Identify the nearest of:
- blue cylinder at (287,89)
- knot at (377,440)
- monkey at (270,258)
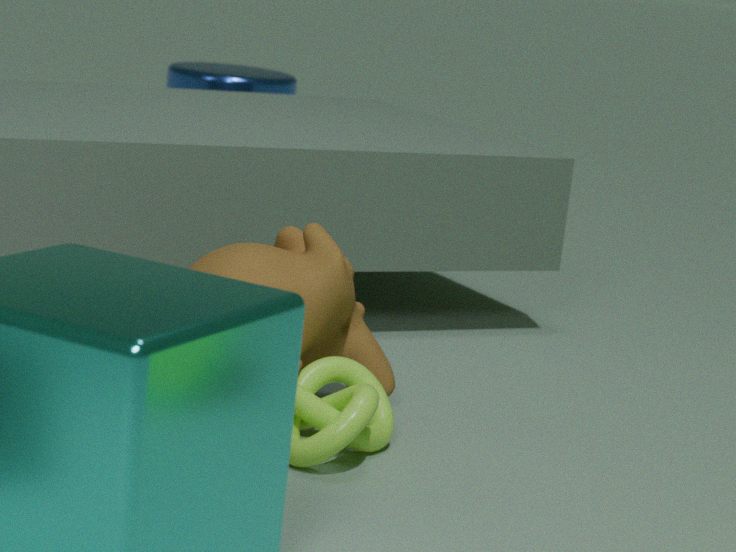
knot at (377,440)
